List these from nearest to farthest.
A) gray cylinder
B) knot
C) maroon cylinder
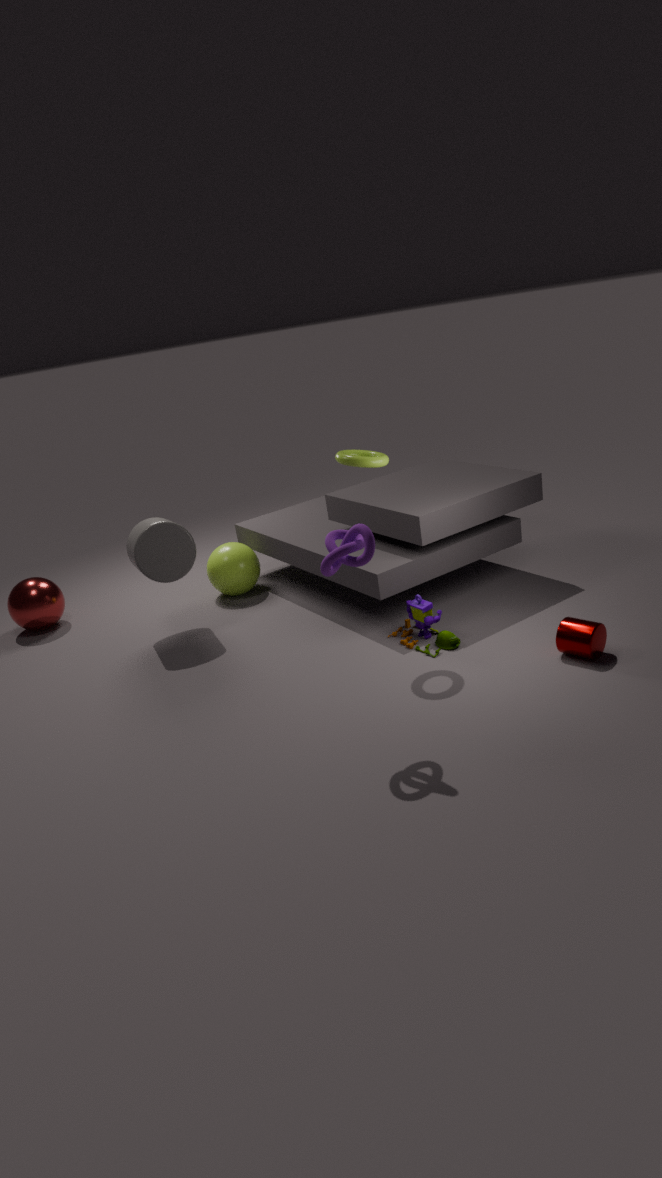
knot
maroon cylinder
gray cylinder
